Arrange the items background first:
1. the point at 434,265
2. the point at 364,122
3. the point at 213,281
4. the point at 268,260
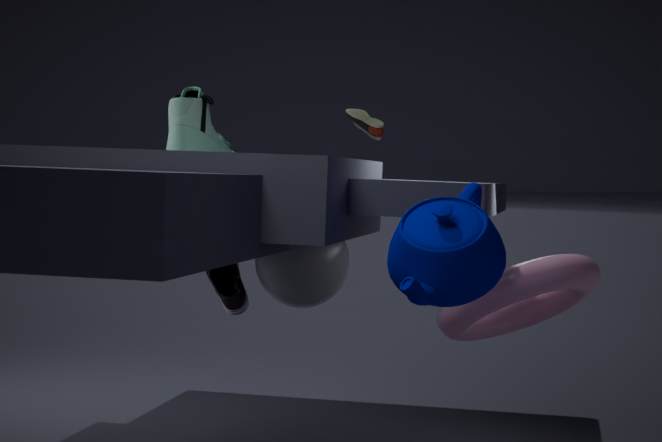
the point at 364,122 < the point at 213,281 < the point at 268,260 < the point at 434,265
